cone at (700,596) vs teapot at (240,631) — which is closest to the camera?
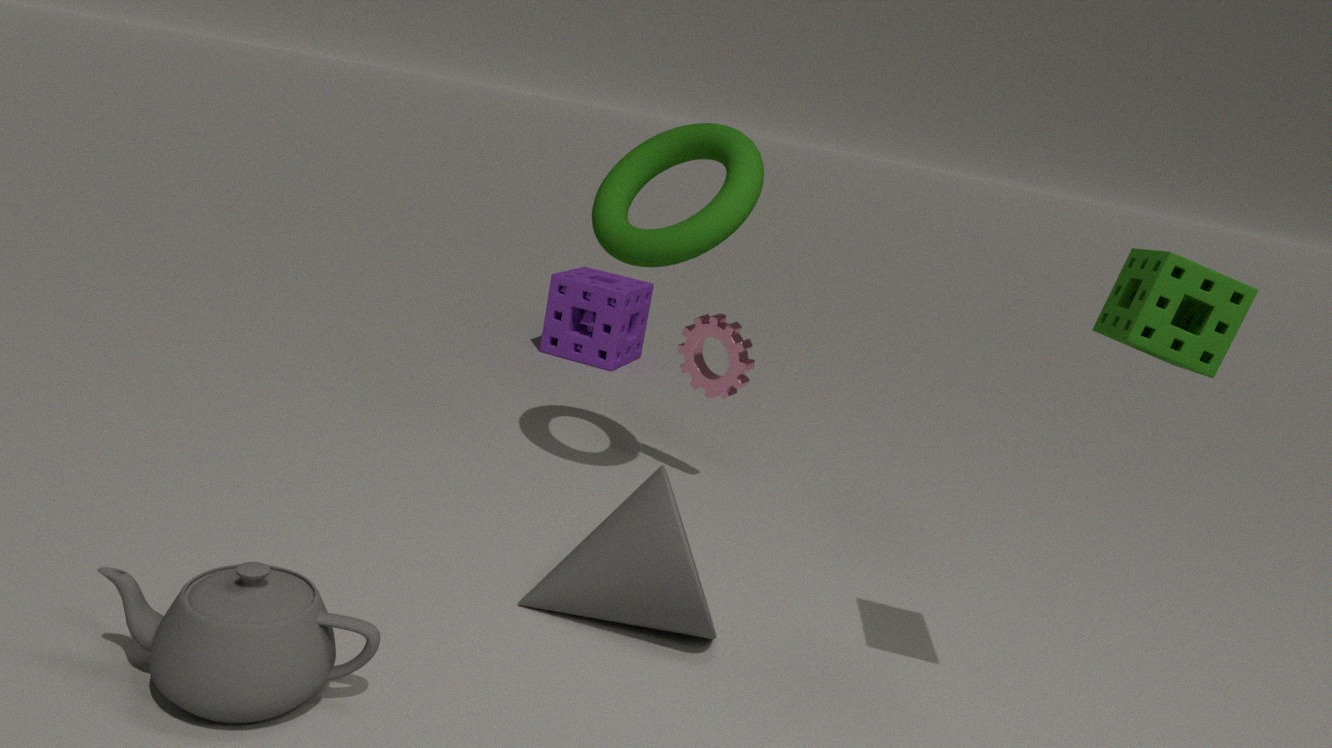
teapot at (240,631)
